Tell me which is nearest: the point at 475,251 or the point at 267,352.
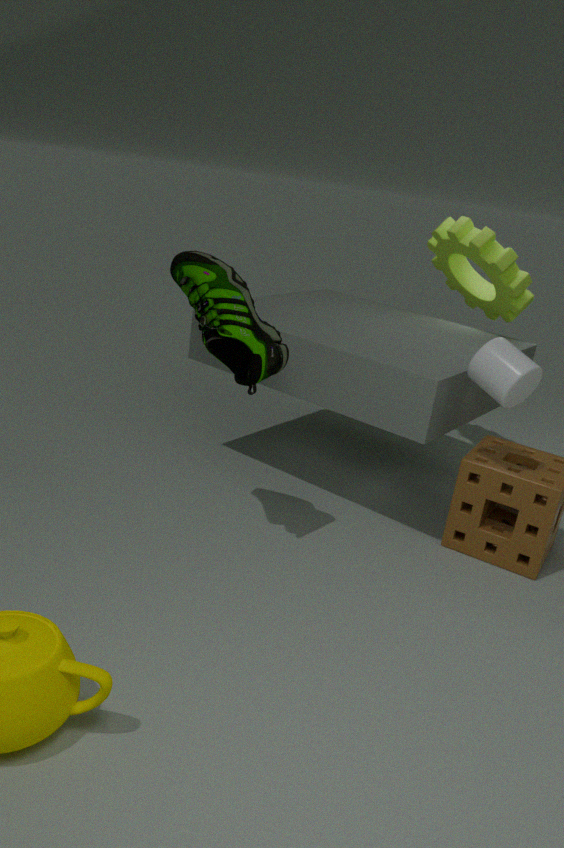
the point at 267,352
